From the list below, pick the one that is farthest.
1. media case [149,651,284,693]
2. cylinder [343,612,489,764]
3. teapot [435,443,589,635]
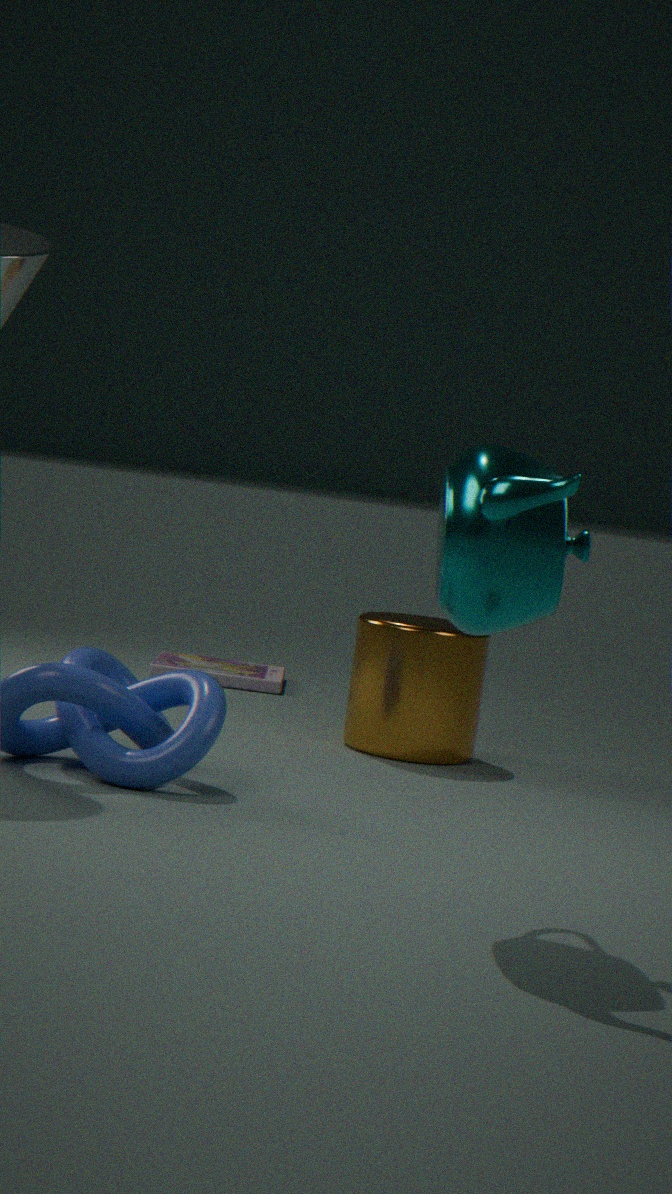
media case [149,651,284,693]
